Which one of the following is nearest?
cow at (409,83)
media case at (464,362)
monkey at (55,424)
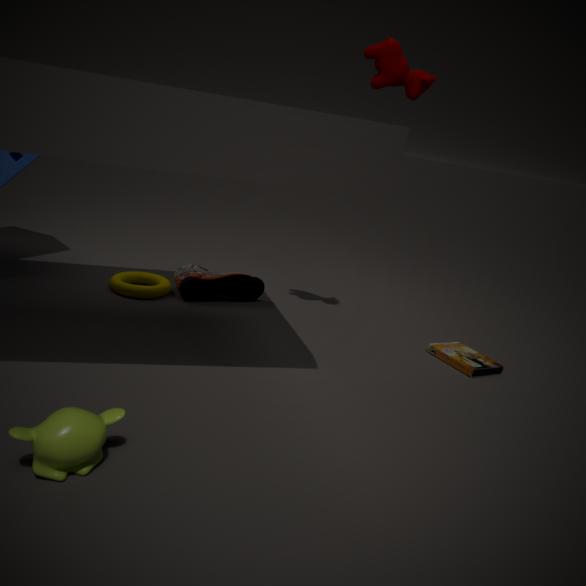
monkey at (55,424)
